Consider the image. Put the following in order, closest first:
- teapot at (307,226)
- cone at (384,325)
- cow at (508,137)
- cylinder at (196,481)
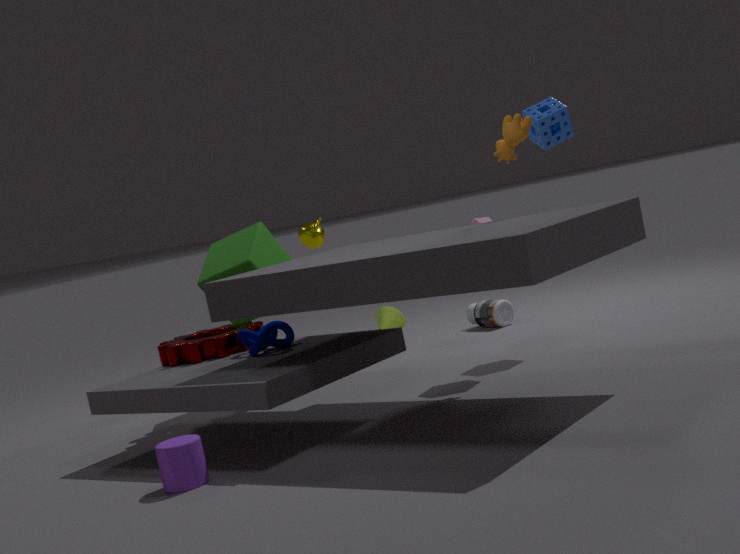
cylinder at (196,481)
cow at (508,137)
teapot at (307,226)
cone at (384,325)
